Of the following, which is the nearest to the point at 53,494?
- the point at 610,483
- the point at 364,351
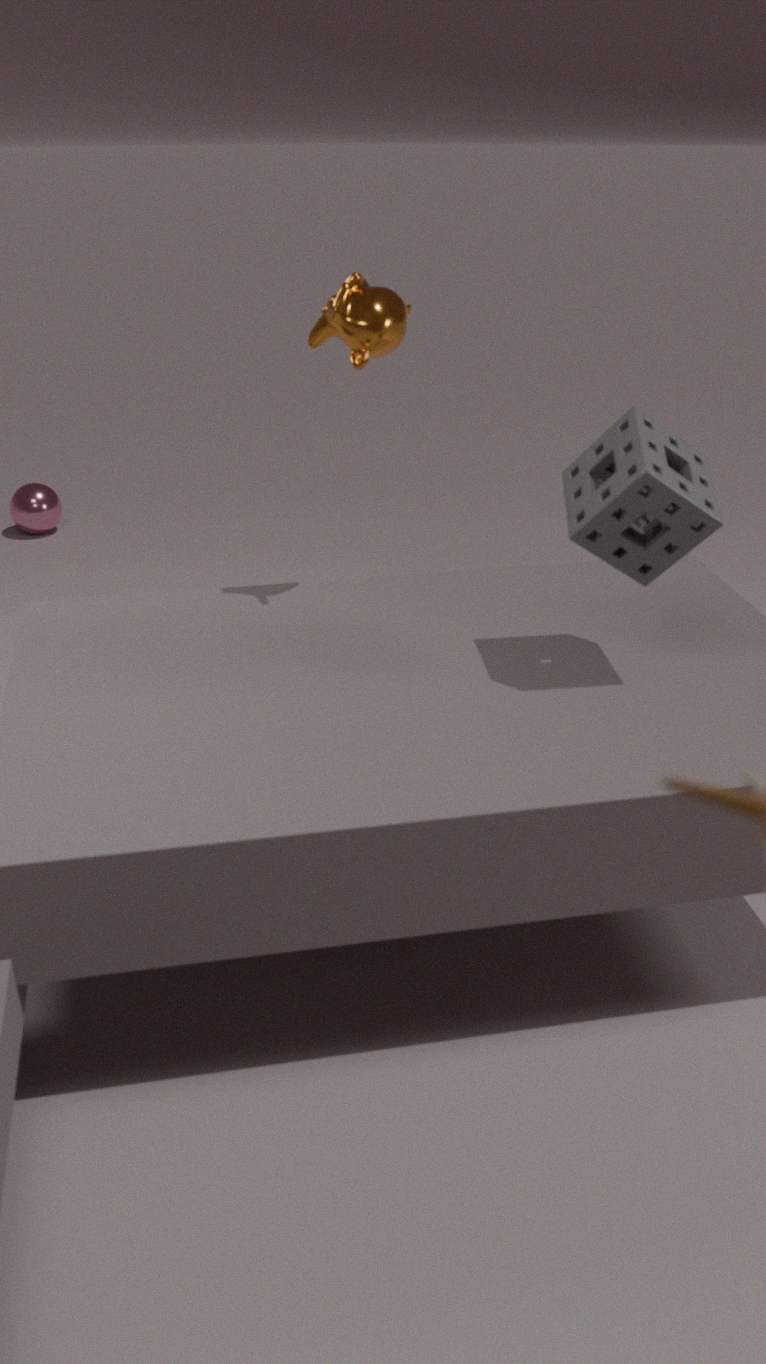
the point at 364,351
